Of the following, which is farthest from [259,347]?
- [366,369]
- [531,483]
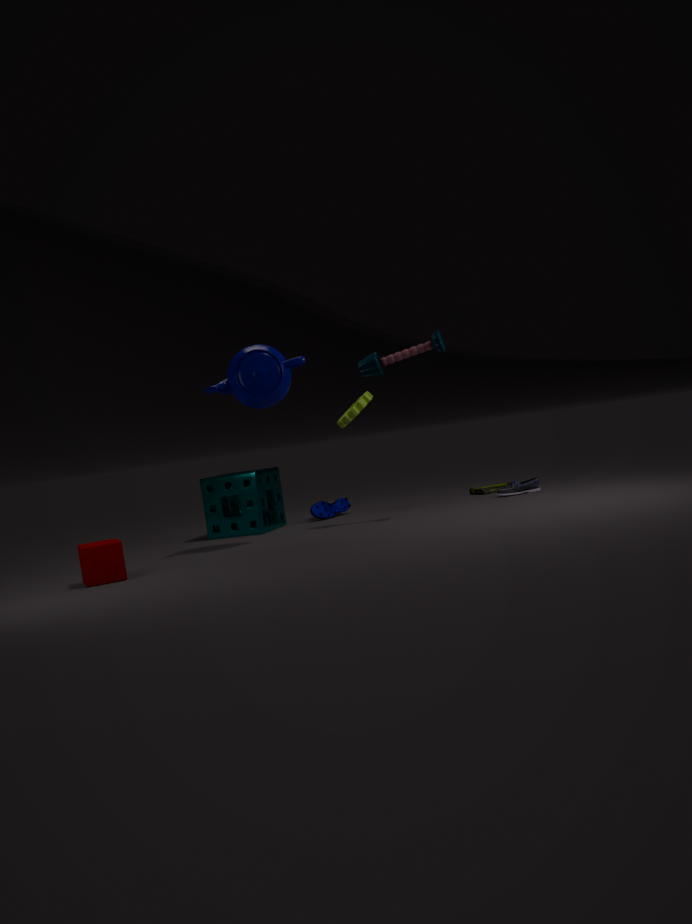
[531,483]
